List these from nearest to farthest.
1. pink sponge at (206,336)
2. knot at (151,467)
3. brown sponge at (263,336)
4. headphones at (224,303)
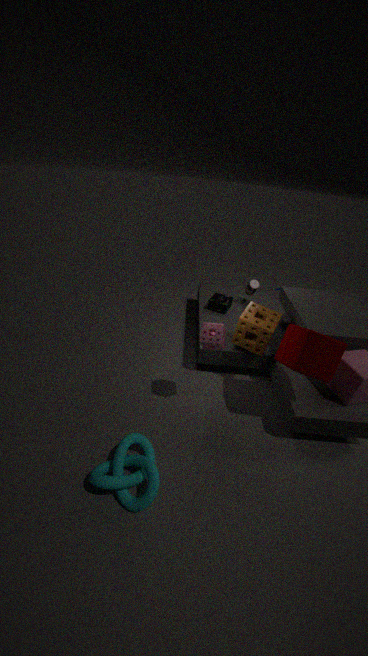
knot at (151,467), pink sponge at (206,336), brown sponge at (263,336), headphones at (224,303)
